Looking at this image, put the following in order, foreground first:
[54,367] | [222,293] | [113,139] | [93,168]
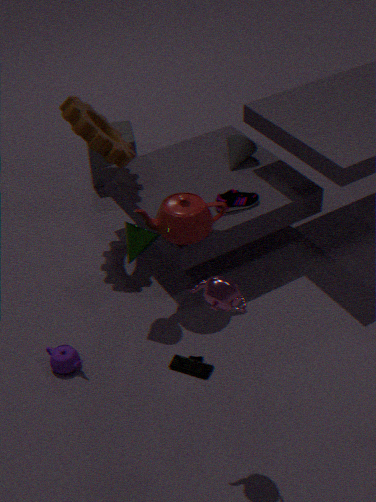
[222,293] → [54,367] → [113,139] → [93,168]
